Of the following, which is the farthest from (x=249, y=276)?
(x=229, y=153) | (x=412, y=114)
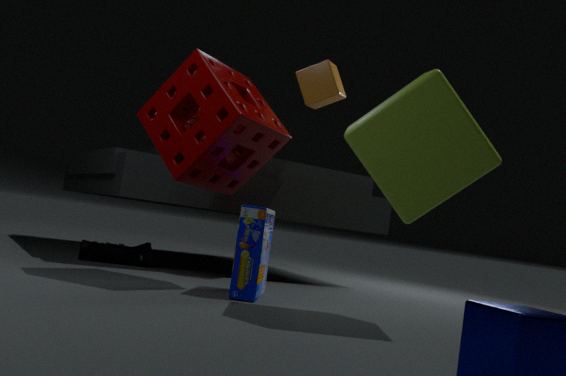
(x=412, y=114)
